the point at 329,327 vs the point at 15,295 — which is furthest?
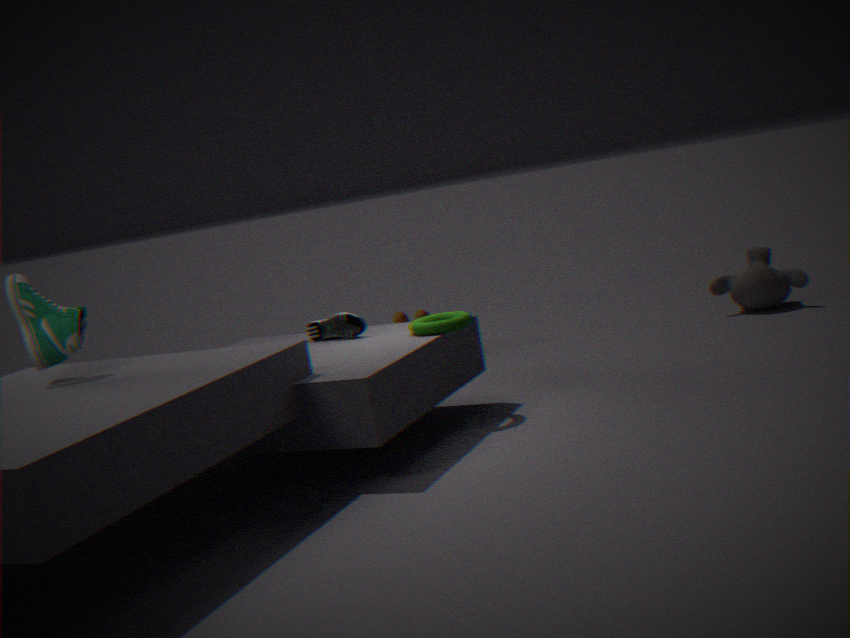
the point at 329,327
